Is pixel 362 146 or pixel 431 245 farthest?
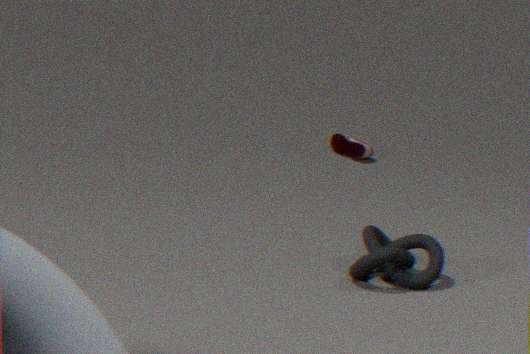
pixel 362 146
